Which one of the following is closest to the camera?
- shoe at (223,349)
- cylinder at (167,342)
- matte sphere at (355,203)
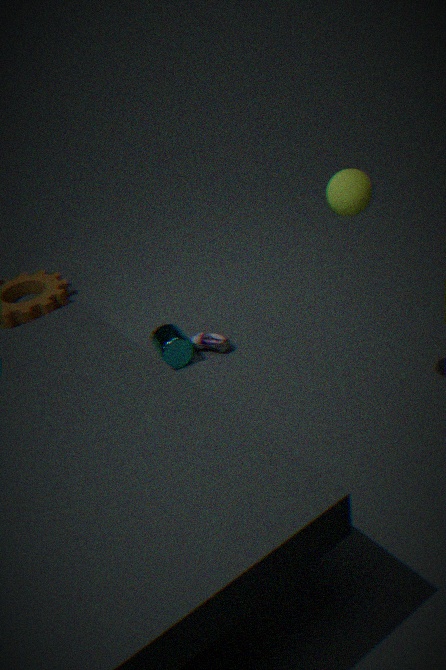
matte sphere at (355,203)
